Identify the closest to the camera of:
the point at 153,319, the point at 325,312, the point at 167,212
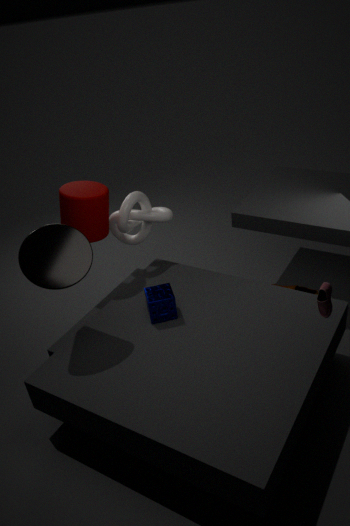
the point at 325,312
